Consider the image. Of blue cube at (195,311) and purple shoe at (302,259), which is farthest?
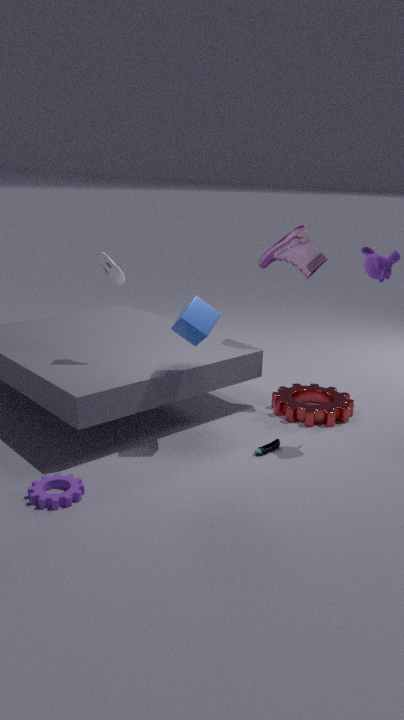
purple shoe at (302,259)
